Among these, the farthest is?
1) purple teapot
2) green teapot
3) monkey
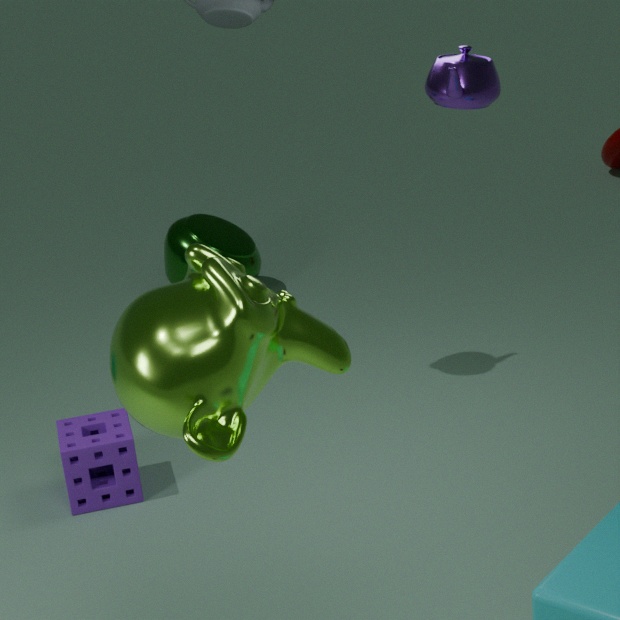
2. green teapot
